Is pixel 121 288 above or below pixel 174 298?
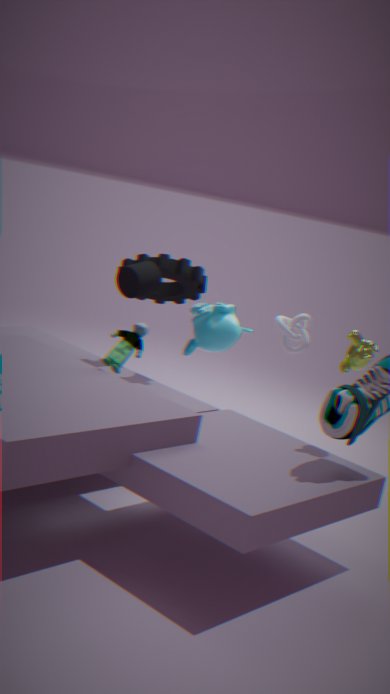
above
